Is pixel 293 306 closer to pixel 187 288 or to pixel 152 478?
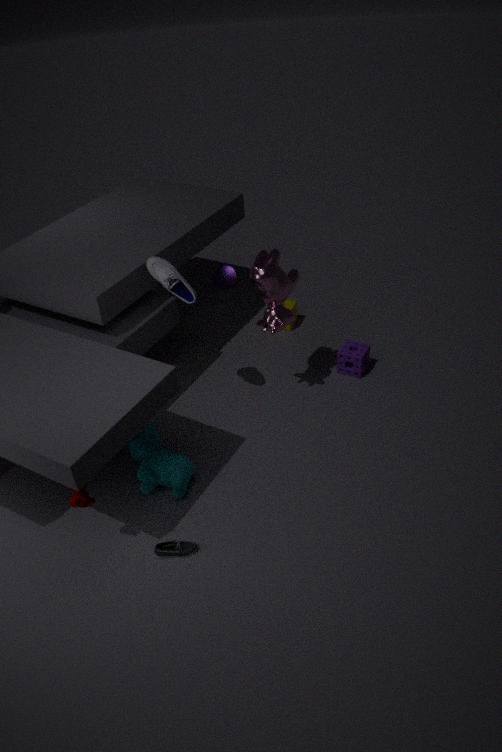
pixel 187 288
